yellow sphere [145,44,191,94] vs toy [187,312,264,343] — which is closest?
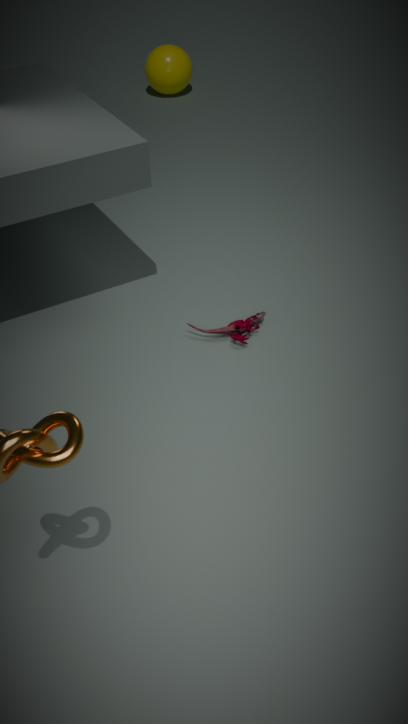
toy [187,312,264,343]
